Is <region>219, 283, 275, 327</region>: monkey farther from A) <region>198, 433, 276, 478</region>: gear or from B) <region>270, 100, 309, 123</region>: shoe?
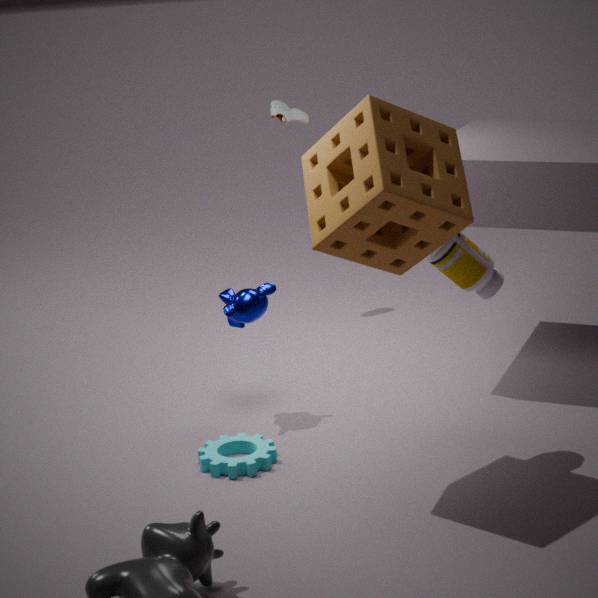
B) <region>270, 100, 309, 123</region>: shoe
